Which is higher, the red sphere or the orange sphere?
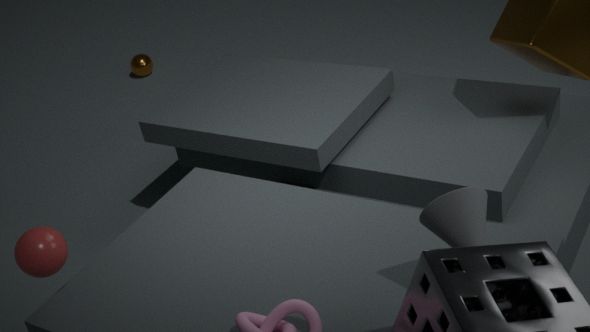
the red sphere
